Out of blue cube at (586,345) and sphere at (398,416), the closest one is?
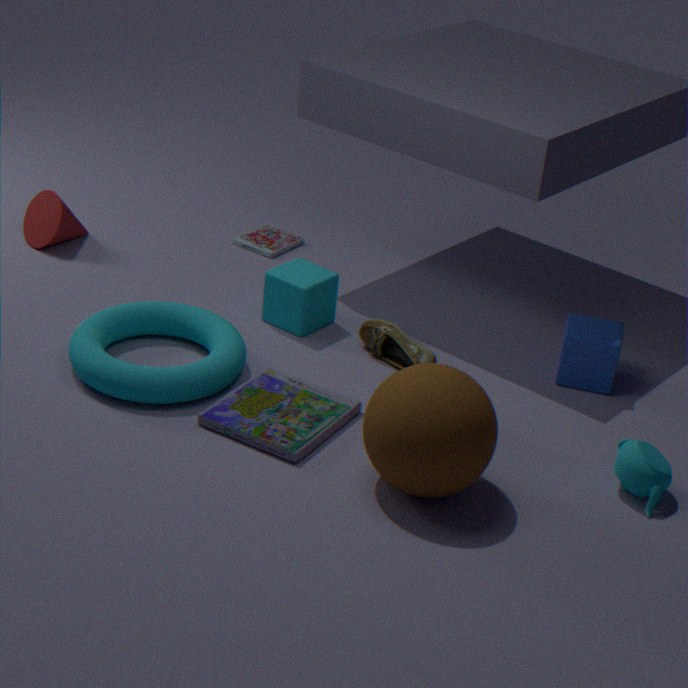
sphere at (398,416)
